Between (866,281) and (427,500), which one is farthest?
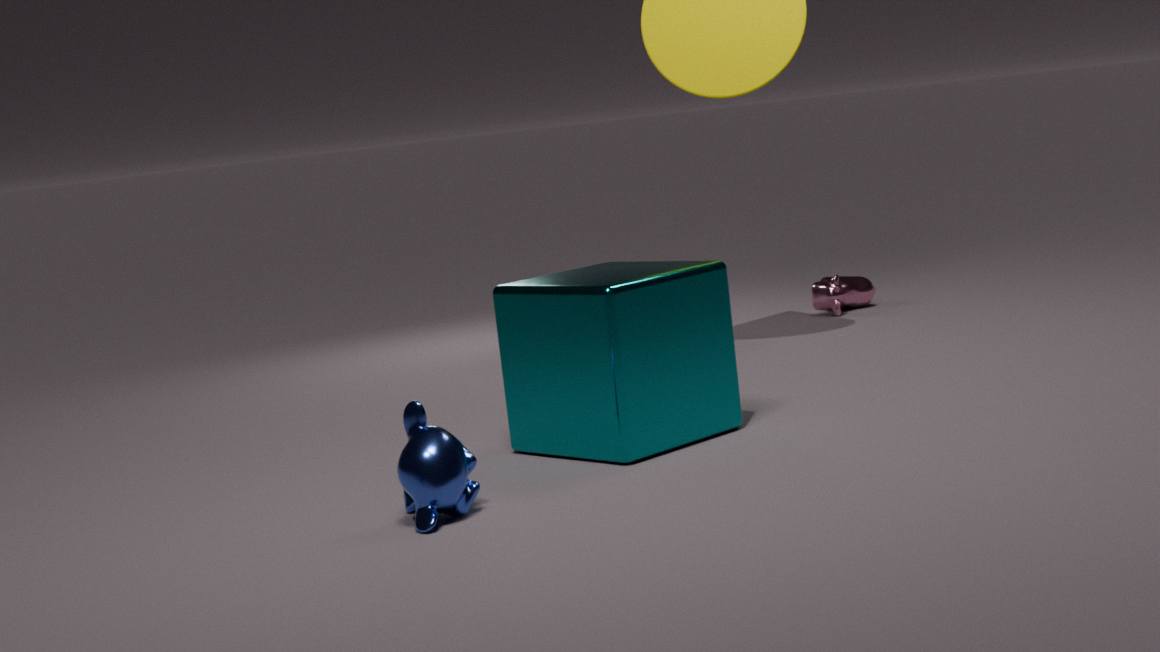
(866,281)
